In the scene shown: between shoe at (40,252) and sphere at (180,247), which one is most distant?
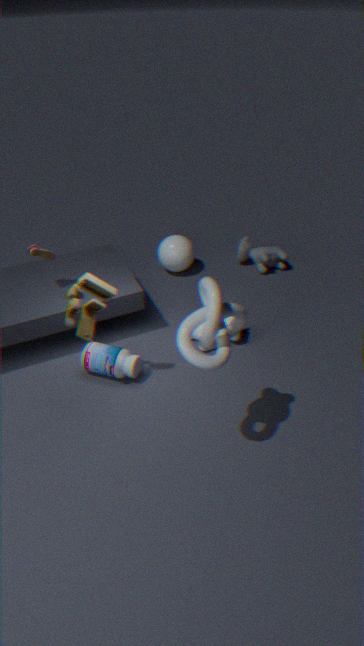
sphere at (180,247)
